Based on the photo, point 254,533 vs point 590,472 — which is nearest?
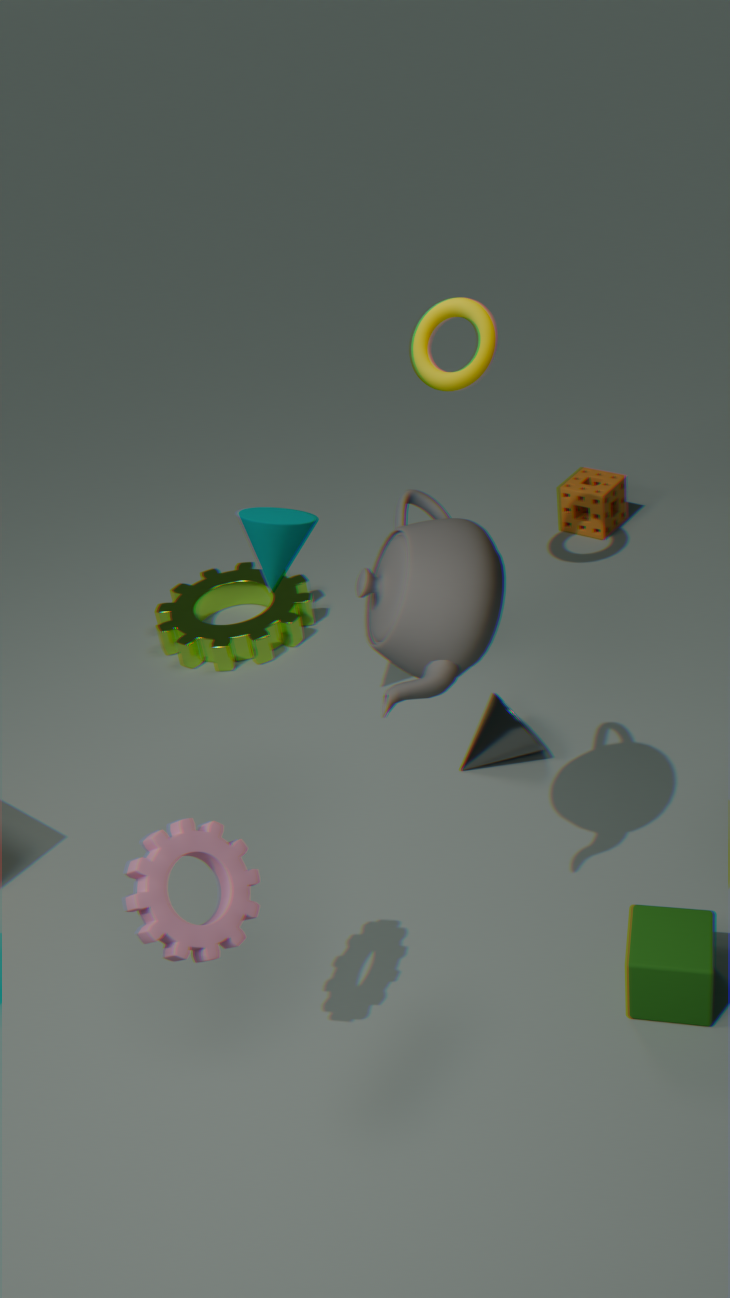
point 254,533
